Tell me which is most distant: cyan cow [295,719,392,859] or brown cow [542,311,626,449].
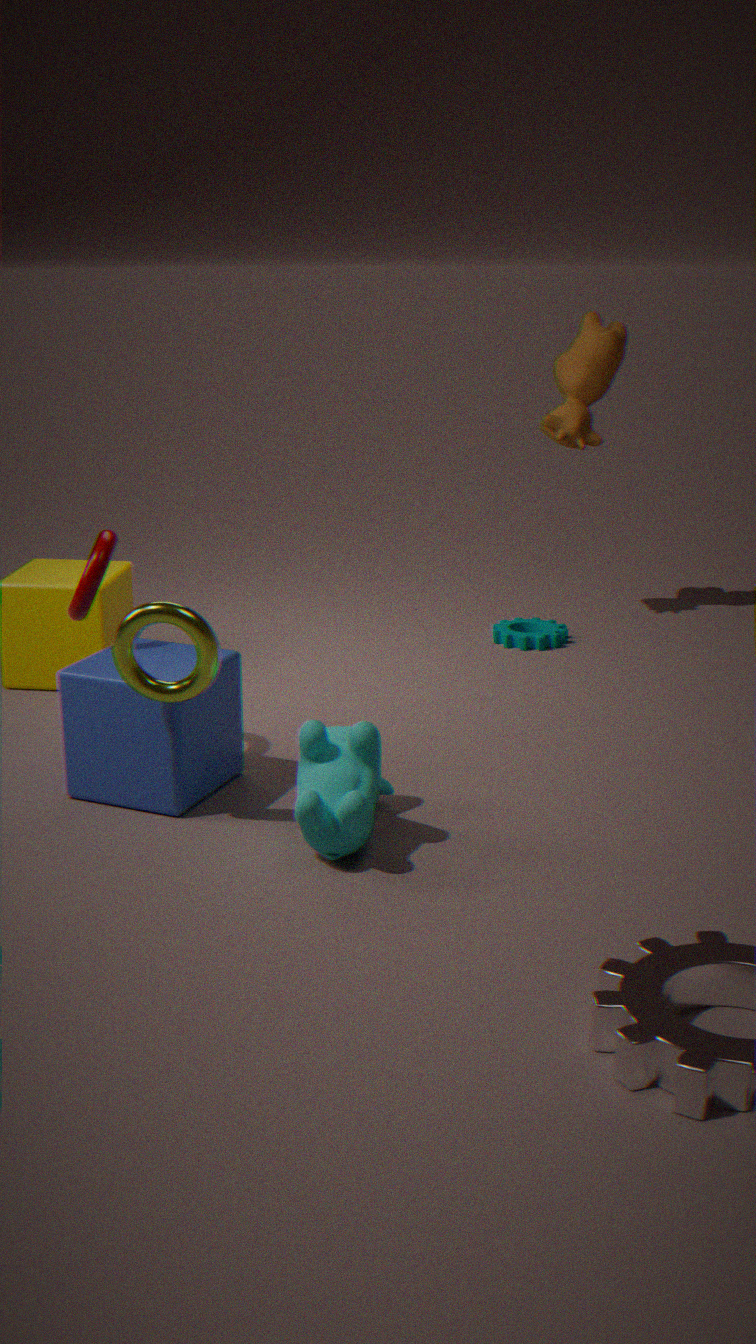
brown cow [542,311,626,449]
